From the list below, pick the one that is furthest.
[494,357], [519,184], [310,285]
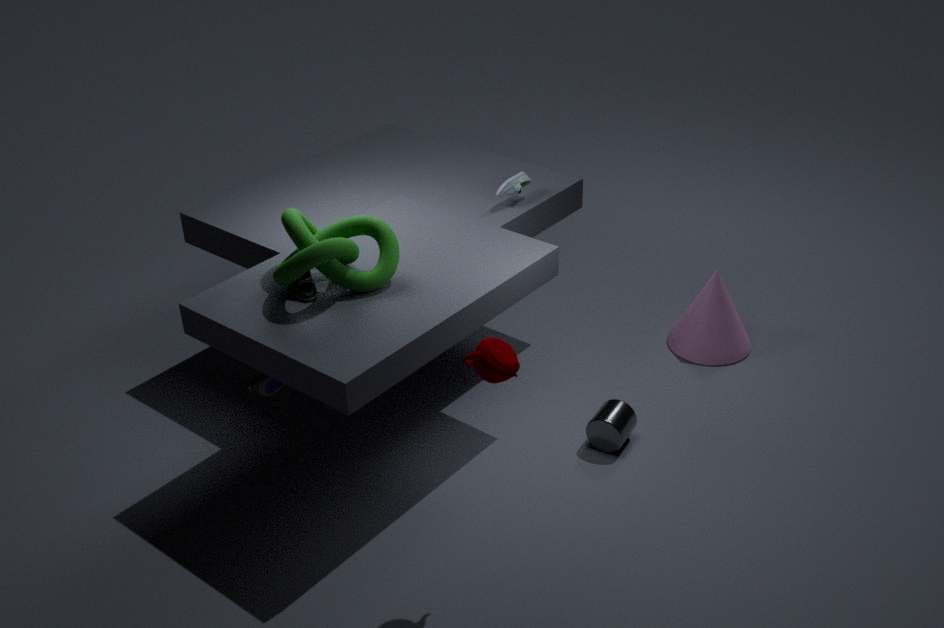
[519,184]
